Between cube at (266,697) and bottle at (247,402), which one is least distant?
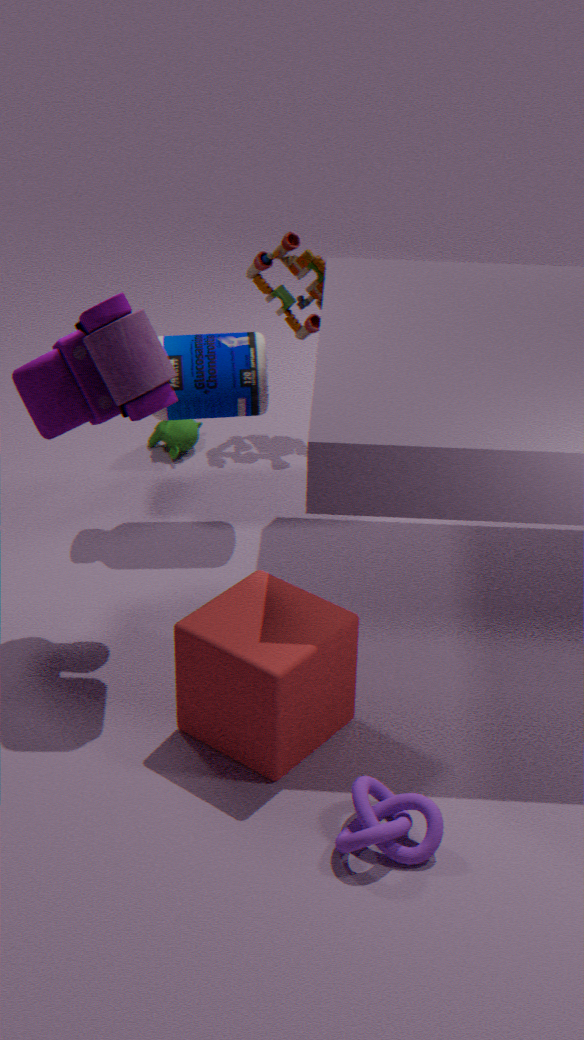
cube at (266,697)
